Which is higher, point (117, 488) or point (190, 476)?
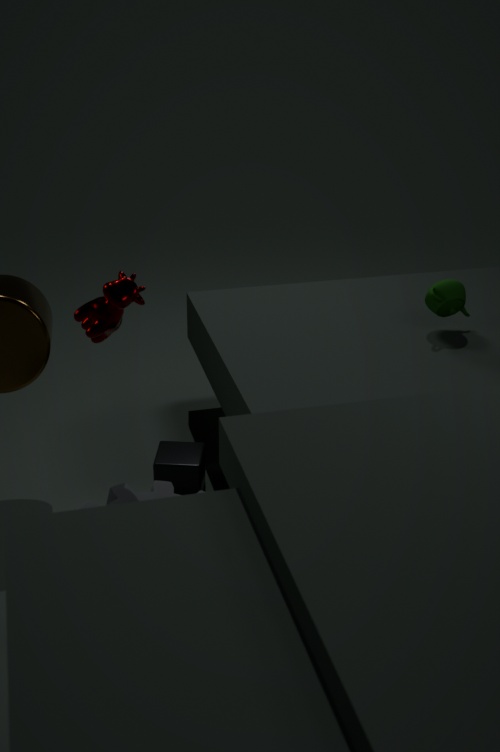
point (117, 488)
